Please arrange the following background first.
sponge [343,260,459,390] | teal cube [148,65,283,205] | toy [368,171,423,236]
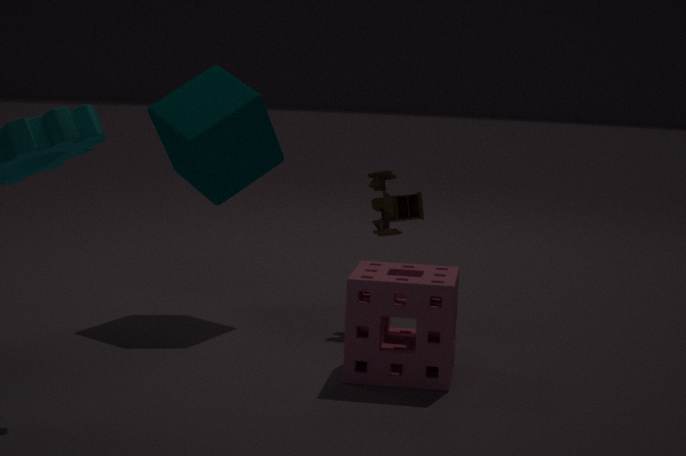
toy [368,171,423,236], teal cube [148,65,283,205], sponge [343,260,459,390]
